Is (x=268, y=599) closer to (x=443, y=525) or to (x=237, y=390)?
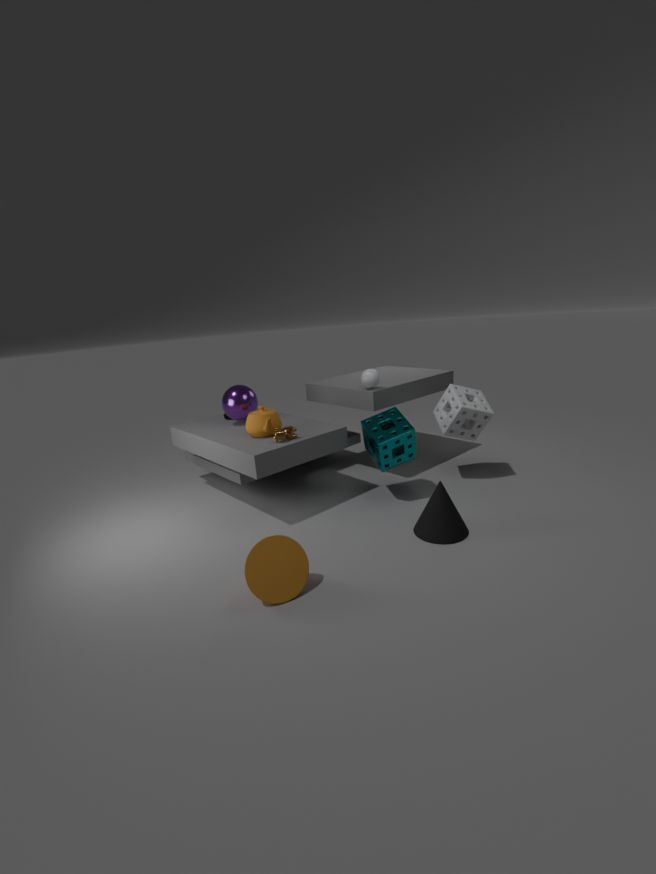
(x=443, y=525)
